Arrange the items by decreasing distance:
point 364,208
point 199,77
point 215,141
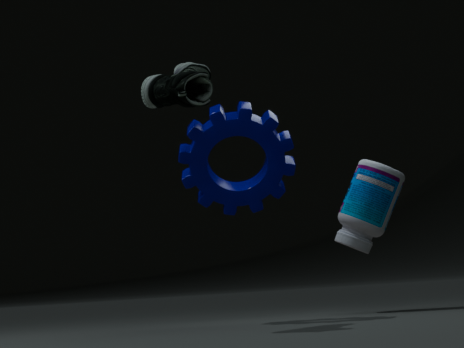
point 364,208 < point 215,141 < point 199,77
